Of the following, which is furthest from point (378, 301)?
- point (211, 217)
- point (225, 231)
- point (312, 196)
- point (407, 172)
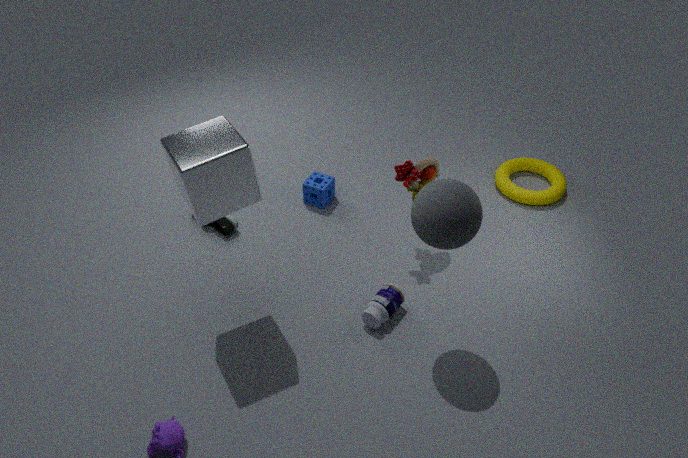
point (225, 231)
